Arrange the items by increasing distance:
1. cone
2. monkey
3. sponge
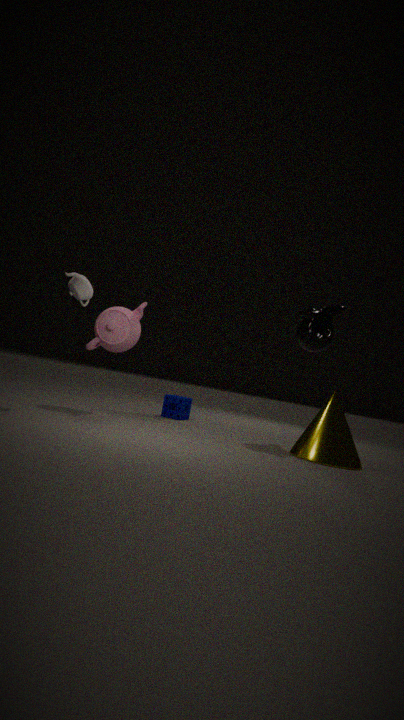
cone
monkey
sponge
